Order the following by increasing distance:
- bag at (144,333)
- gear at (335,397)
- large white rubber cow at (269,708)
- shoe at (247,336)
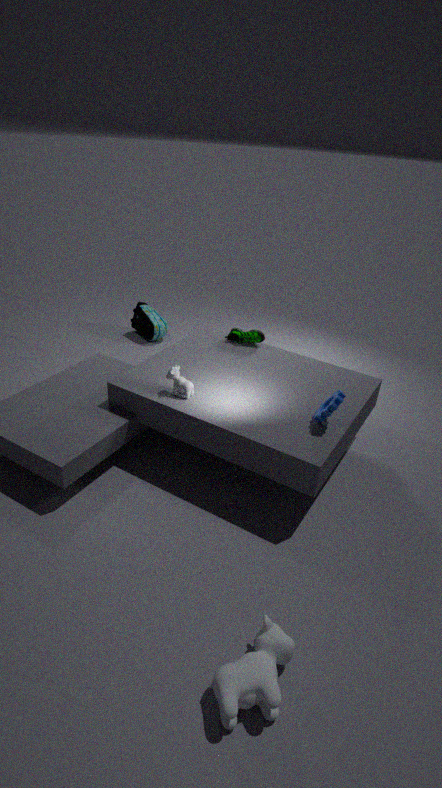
large white rubber cow at (269,708), gear at (335,397), shoe at (247,336), bag at (144,333)
